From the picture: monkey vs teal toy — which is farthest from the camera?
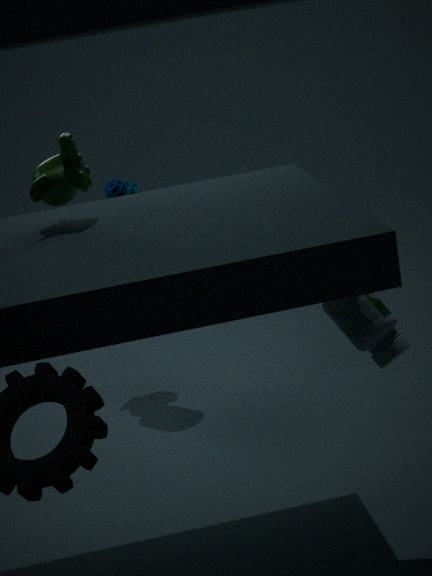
teal toy
